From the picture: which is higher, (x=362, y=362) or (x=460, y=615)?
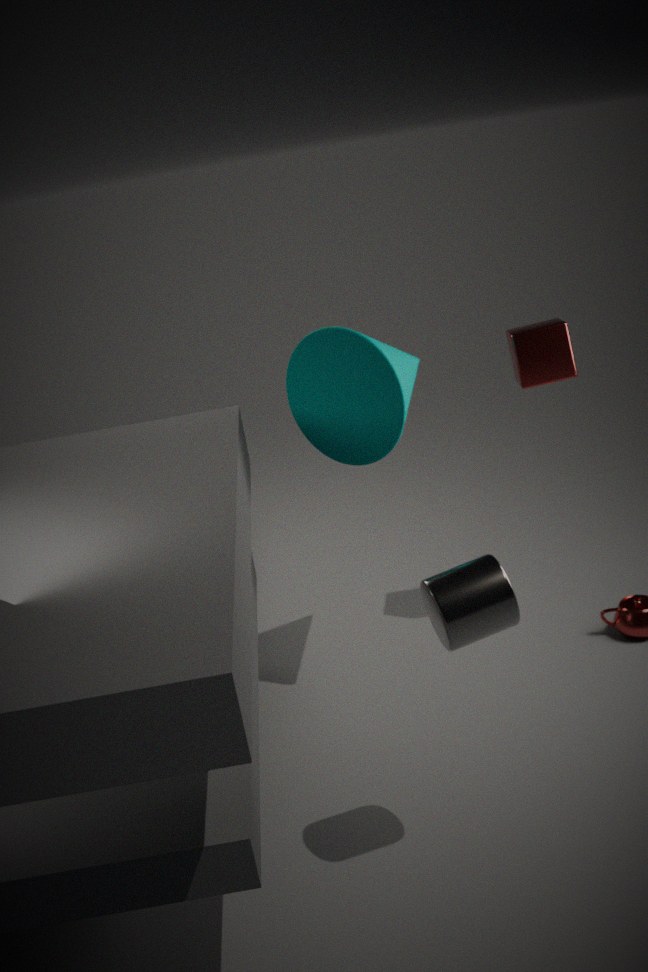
(x=362, y=362)
